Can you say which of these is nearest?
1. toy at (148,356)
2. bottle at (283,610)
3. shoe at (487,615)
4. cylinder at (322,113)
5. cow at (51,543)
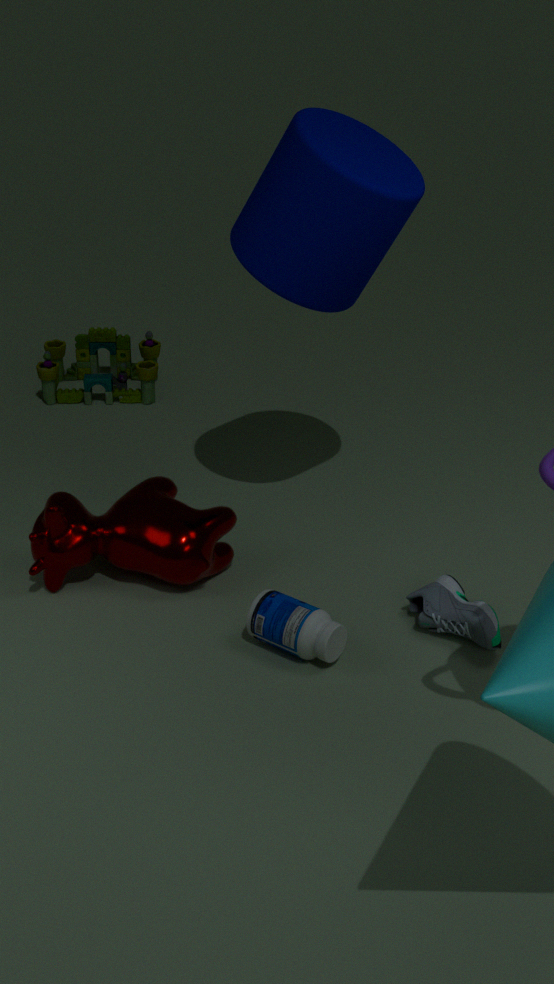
bottle at (283,610)
